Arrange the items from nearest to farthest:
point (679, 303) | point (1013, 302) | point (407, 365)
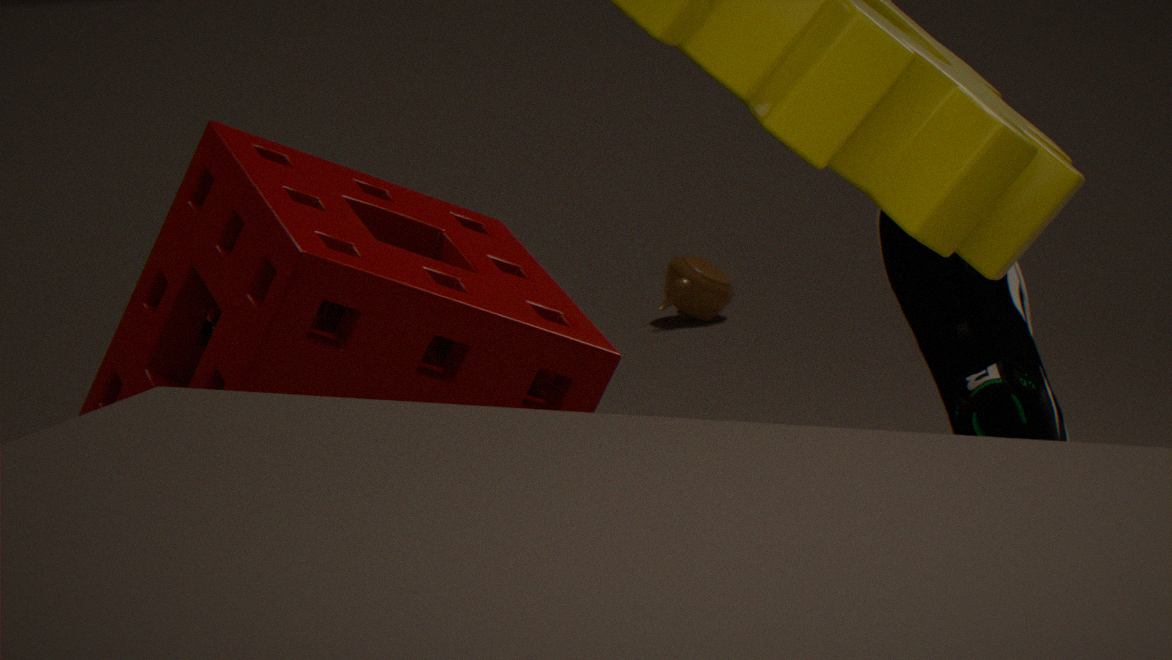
point (407, 365), point (1013, 302), point (679, 303)
